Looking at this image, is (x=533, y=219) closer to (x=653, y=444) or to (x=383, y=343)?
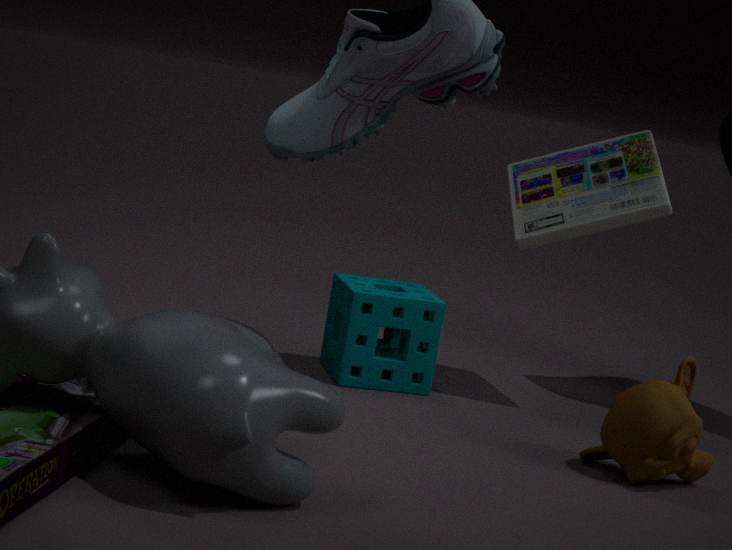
(x=383, y=343)
